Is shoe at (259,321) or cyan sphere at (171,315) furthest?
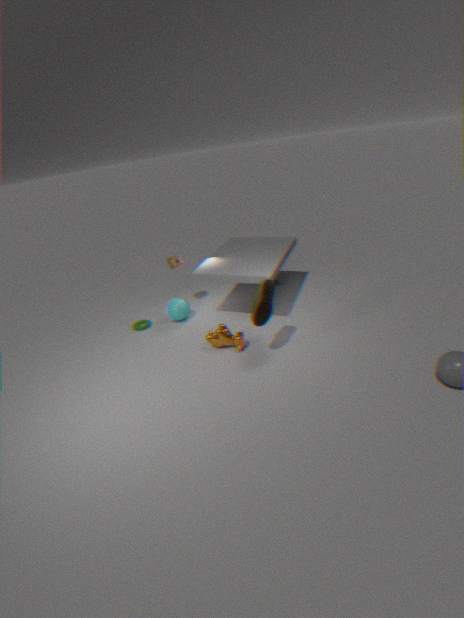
cyan sphere at (171,315)
